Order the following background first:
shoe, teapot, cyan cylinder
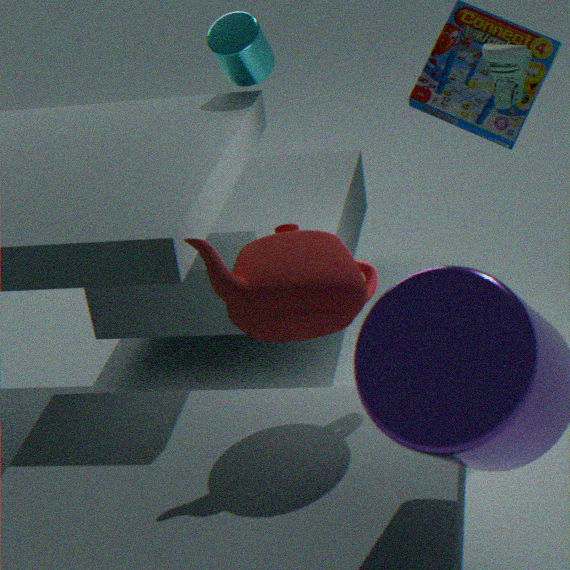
cyan cylinder
shoe
teapot
